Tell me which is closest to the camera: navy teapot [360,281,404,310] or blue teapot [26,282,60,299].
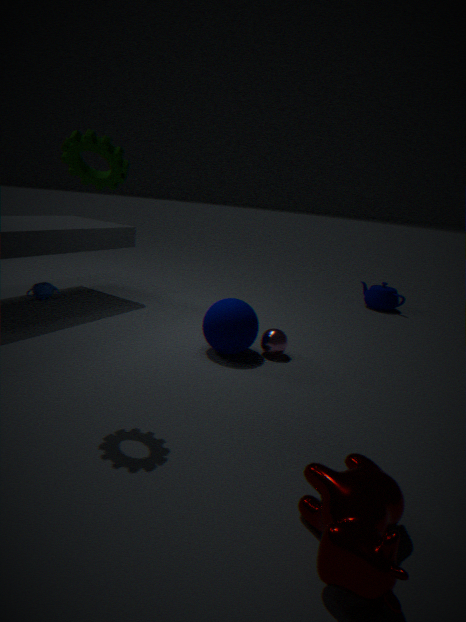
blue teapot [26,282,60,299]
